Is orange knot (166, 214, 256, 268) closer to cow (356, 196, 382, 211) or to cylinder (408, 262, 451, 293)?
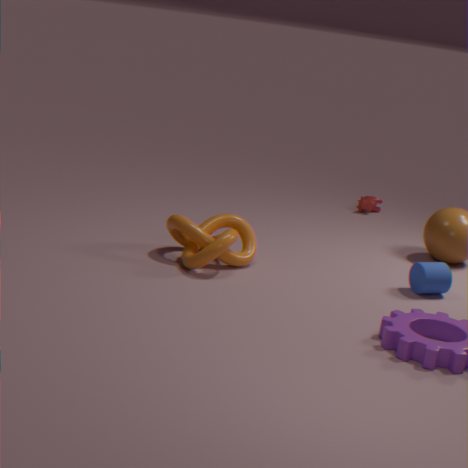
→ cylinder (408, 262, 451, 293)
